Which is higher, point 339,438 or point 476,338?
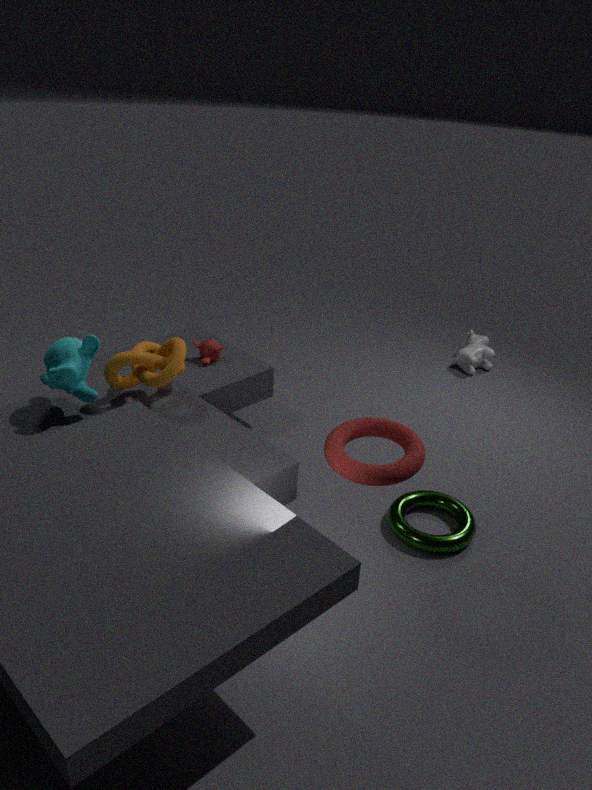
point 339,438
